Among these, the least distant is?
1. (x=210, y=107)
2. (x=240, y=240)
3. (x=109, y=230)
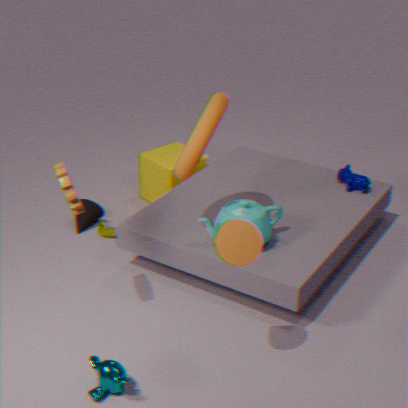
(x=240, y=240)
